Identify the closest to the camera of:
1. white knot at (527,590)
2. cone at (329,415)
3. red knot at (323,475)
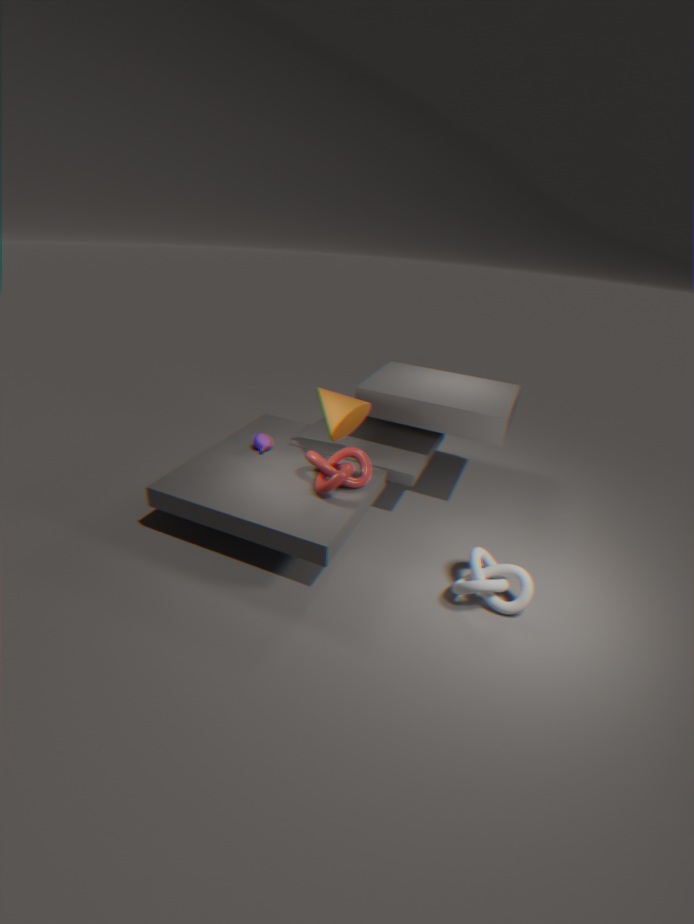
white knot at (527,590)
